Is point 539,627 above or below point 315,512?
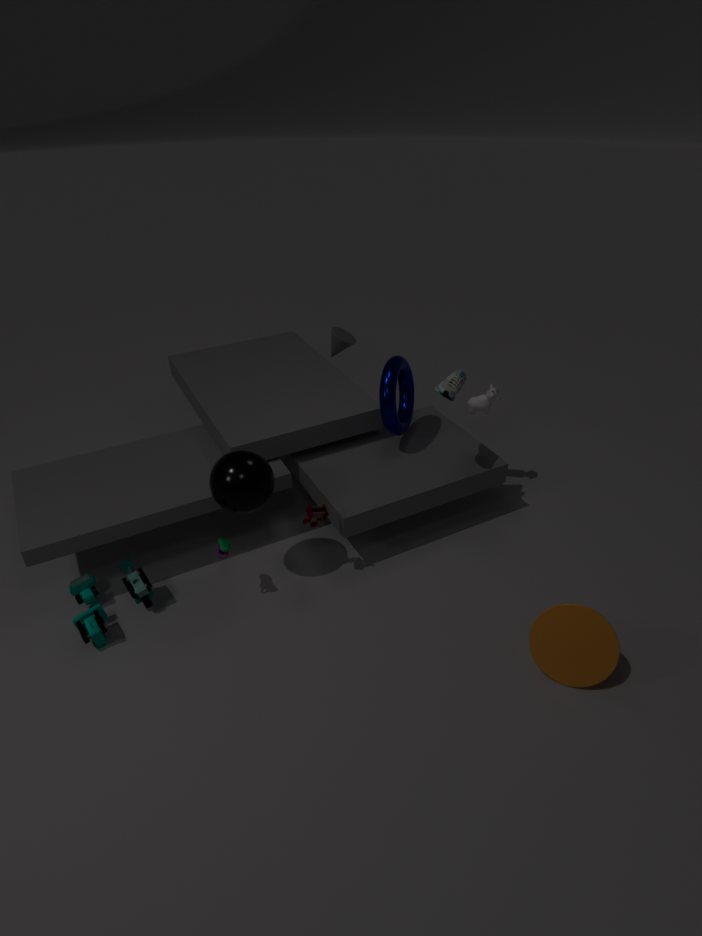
below
